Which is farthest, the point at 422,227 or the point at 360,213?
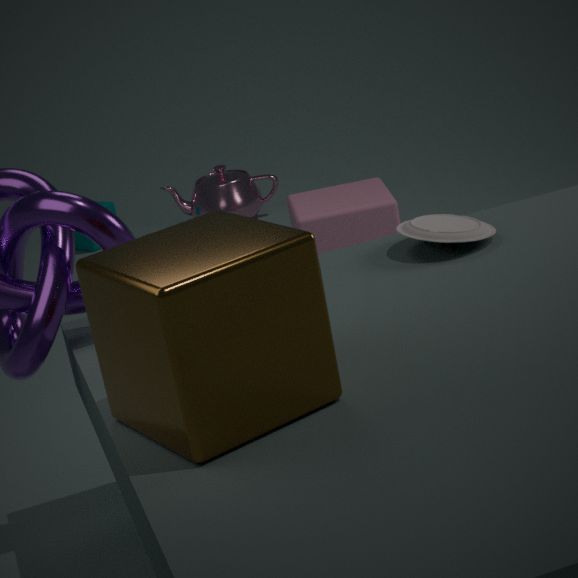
the point at 360,213
